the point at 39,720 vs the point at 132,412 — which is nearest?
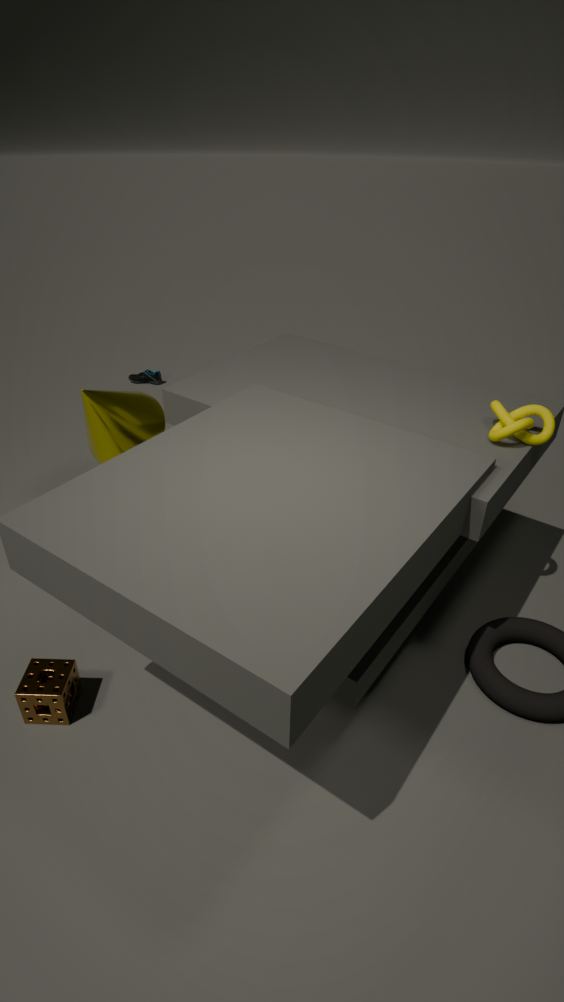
the point at 39,720
